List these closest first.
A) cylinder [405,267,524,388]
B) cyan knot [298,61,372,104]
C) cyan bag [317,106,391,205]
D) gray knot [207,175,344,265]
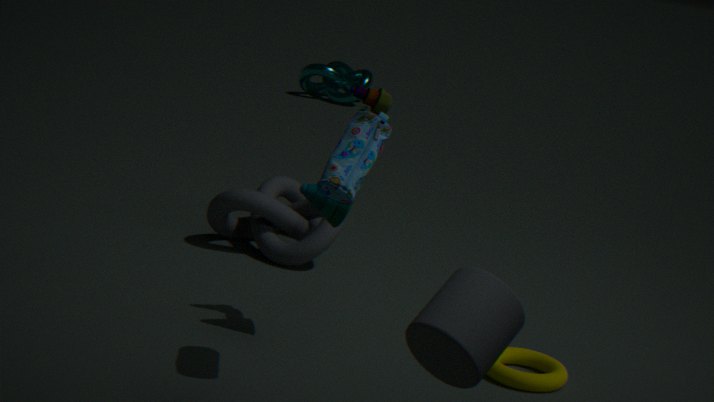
cylinder [405,267,524,388] → cyan bag [317,106,391,205] → gray knot [207,175,344,265] → cyan knot [298,61,372,104]
